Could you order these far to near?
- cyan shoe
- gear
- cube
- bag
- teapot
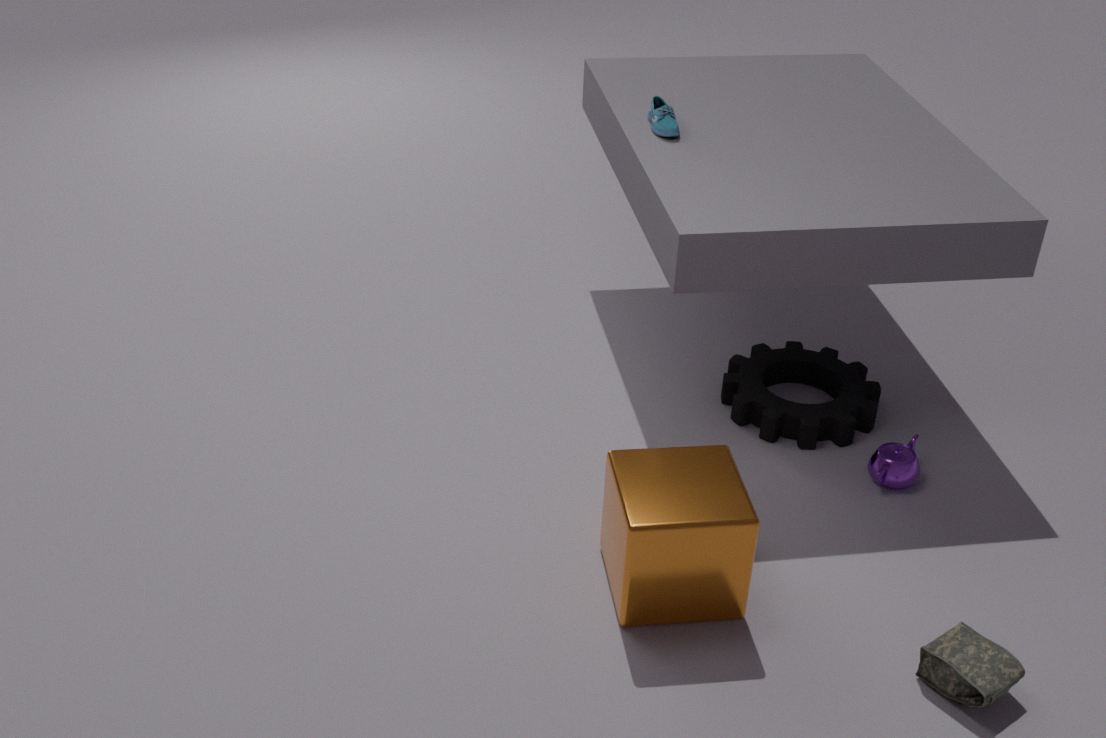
1. cyan shoe
2. gear
3. teapot
4. cube
5. bag
